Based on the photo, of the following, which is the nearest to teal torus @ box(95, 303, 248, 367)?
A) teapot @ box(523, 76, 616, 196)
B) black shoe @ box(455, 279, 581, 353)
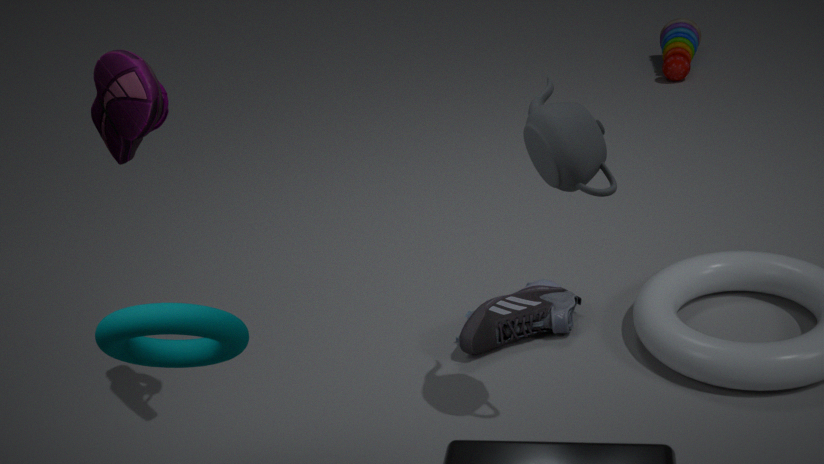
teapot @ box(523, 76, 616, 196)
